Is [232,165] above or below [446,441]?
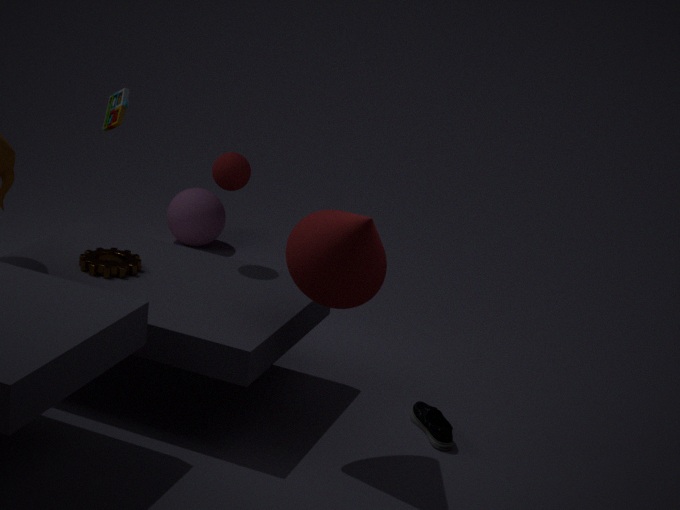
above
